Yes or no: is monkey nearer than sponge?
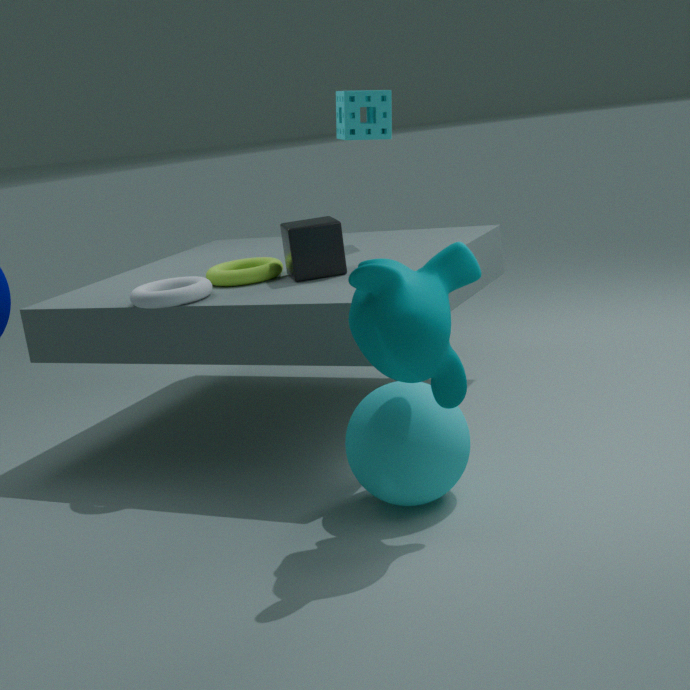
Yes
